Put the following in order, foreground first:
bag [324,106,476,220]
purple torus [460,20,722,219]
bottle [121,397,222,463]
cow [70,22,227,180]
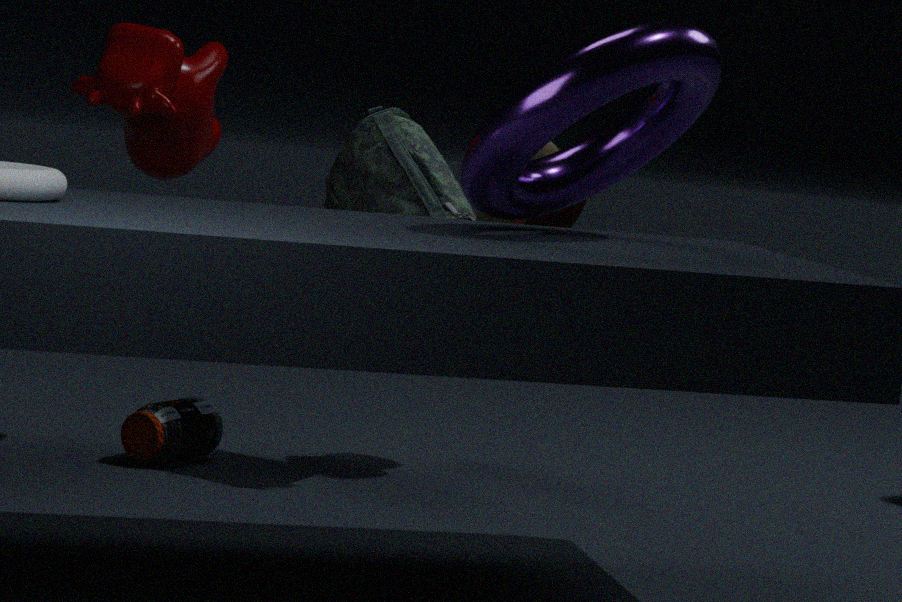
1. purple torus [460,20,722,219]
2. cow [70,22,227,180]
3. bag [324,106,476,220]
4. bottle [121,397,222,463]
